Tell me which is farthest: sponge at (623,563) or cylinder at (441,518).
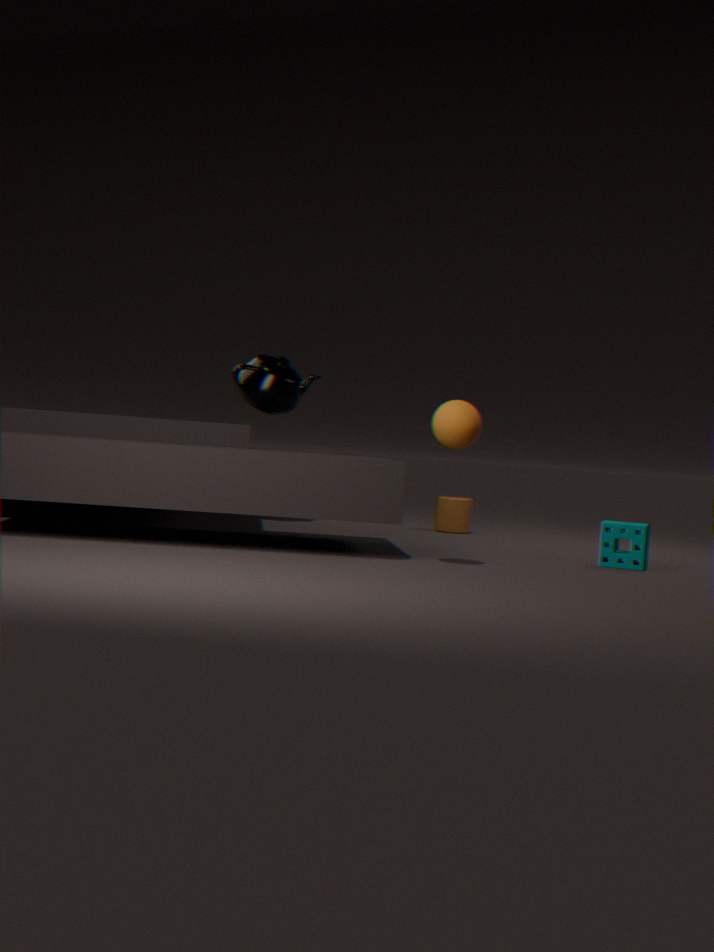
cylinder at (441,518)
